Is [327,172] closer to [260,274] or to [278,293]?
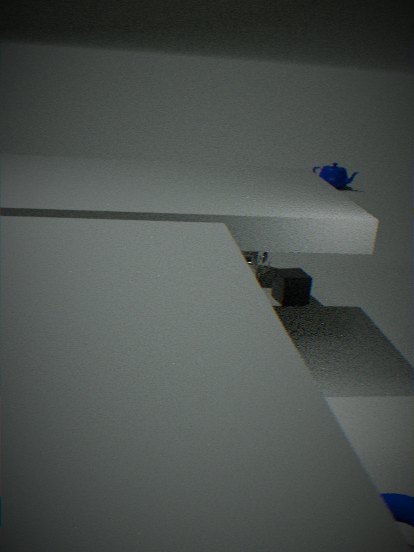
[260,274]
